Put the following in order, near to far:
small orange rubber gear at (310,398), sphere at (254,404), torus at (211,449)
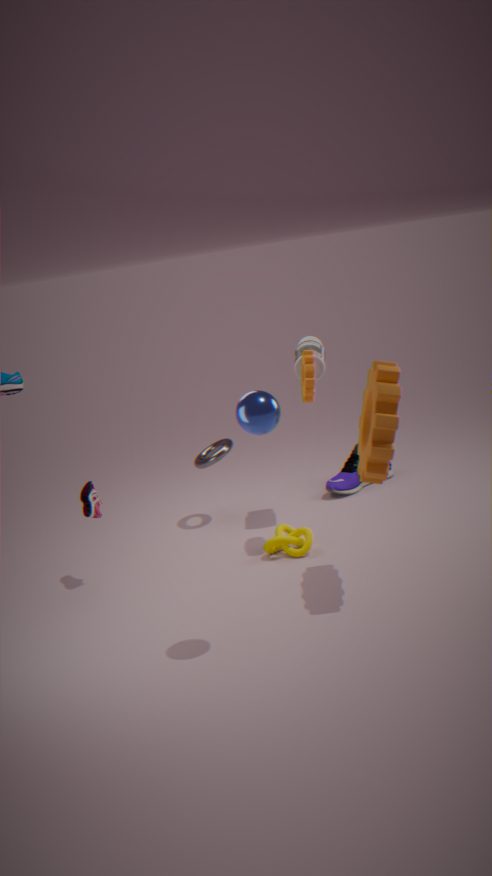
1. sphere at (254,404)
2. small orange rubber gear at (310,398)
3. torus at (211,449)
